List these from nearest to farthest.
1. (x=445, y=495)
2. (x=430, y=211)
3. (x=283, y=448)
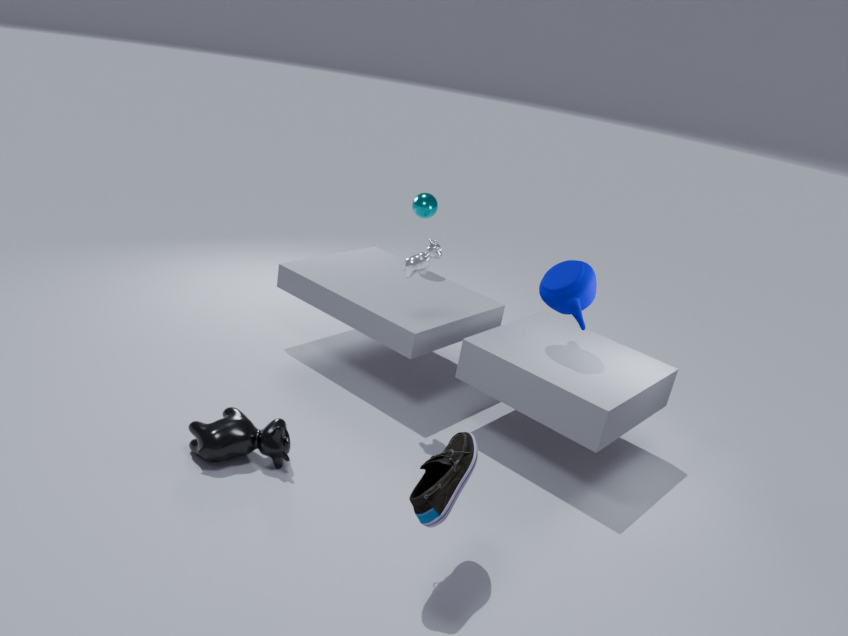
(x=445, y=495) < (x=283, y=448) < (x=430, y=211)
